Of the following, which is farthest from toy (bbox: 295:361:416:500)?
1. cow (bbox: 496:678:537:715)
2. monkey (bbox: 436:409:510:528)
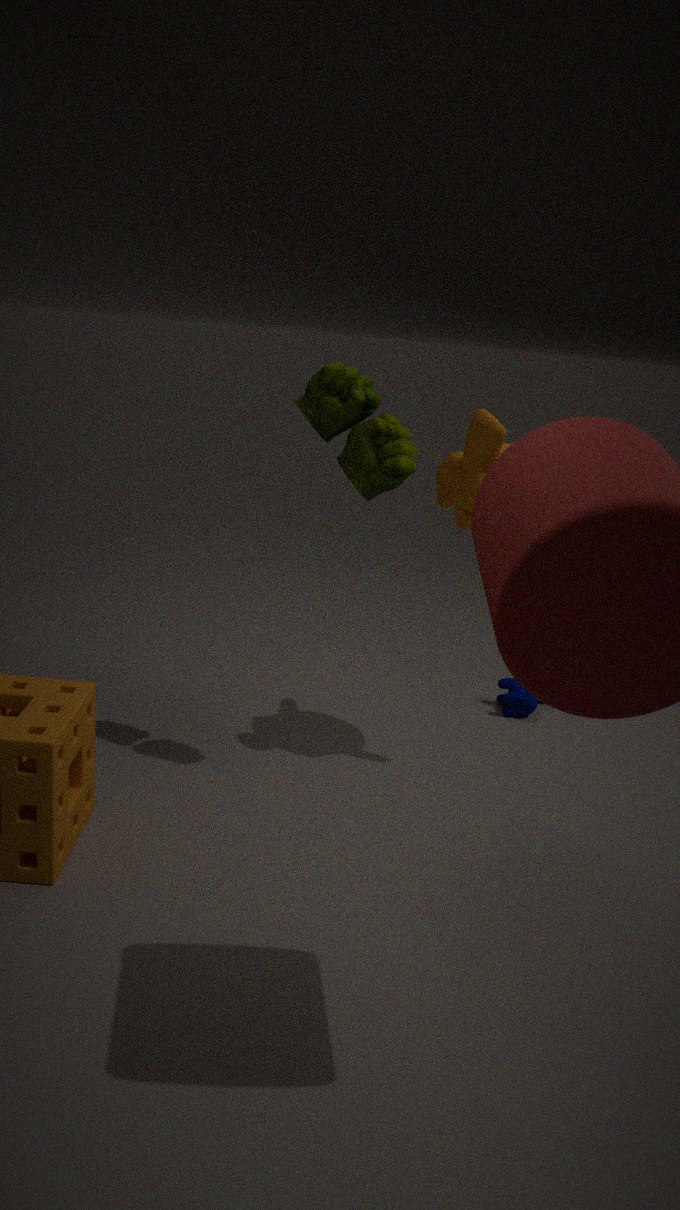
cow (bbox: 496:678:537:715)
